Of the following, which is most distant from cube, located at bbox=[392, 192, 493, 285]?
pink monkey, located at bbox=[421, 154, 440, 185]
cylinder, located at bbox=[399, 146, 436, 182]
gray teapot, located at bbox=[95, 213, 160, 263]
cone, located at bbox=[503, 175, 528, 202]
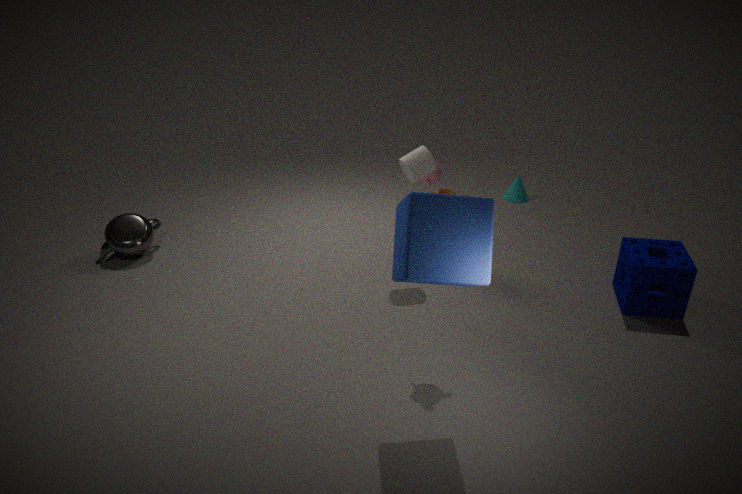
cone, located at bbox=[503, 175, 528, 202]
